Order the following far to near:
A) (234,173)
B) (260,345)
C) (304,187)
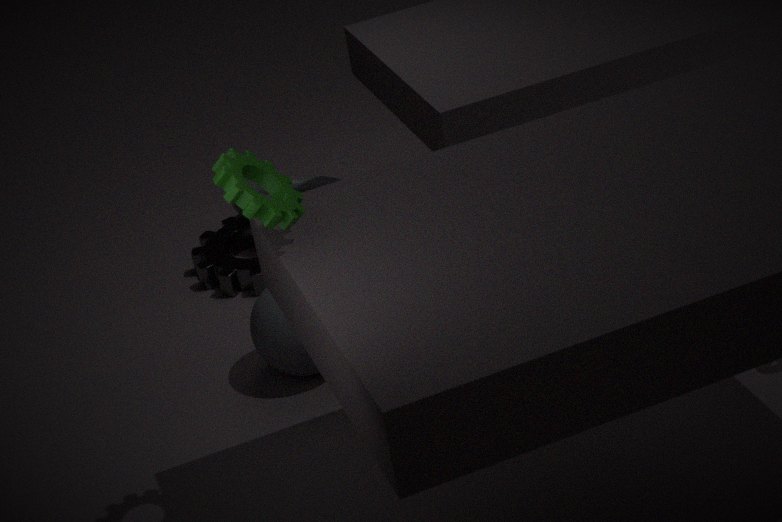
(304,187) → (260,345) → (234,173)
